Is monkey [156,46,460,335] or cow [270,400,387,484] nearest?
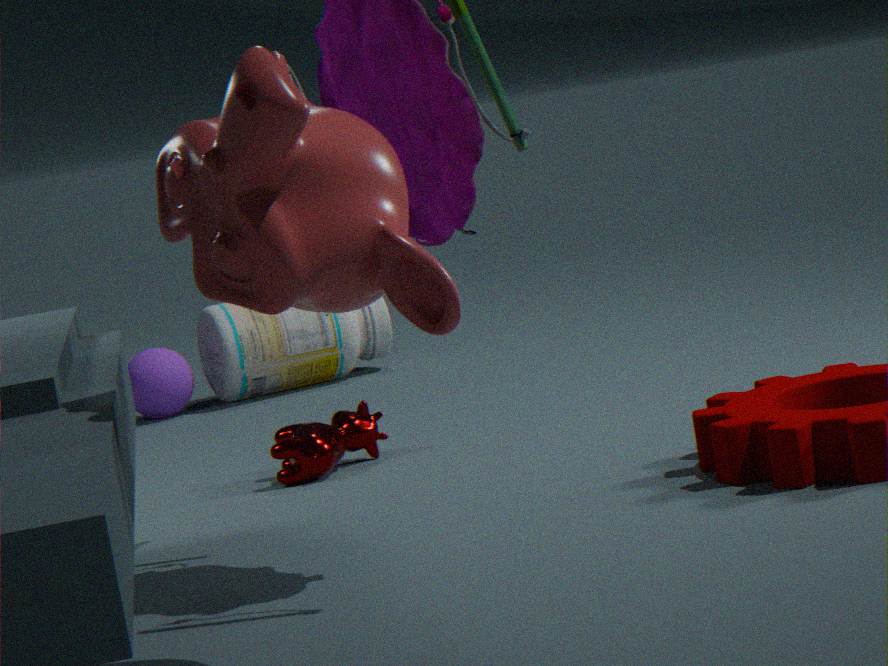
monkey [156,46,460,335]
